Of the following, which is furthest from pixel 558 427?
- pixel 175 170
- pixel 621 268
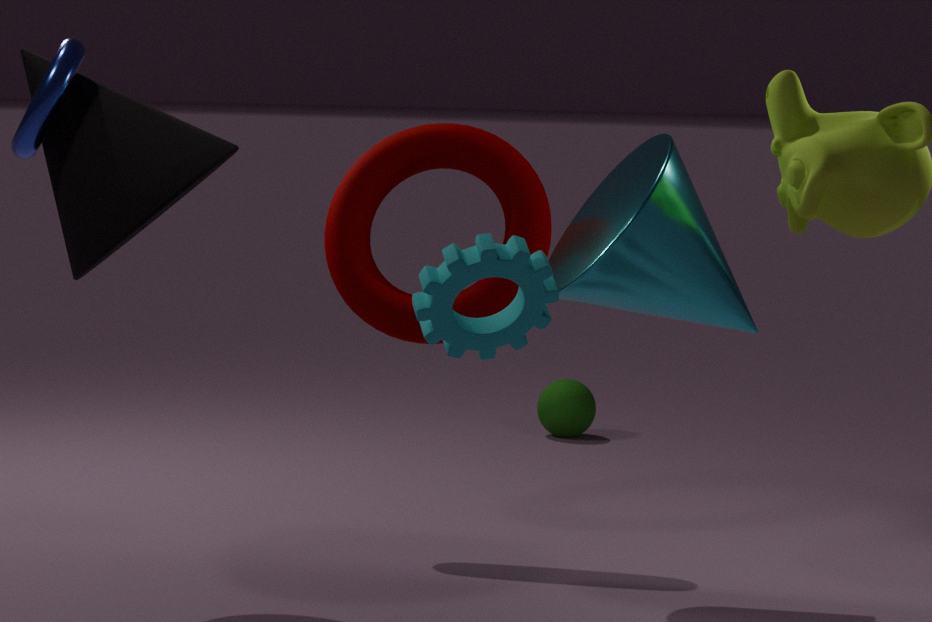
pixel 175 170
